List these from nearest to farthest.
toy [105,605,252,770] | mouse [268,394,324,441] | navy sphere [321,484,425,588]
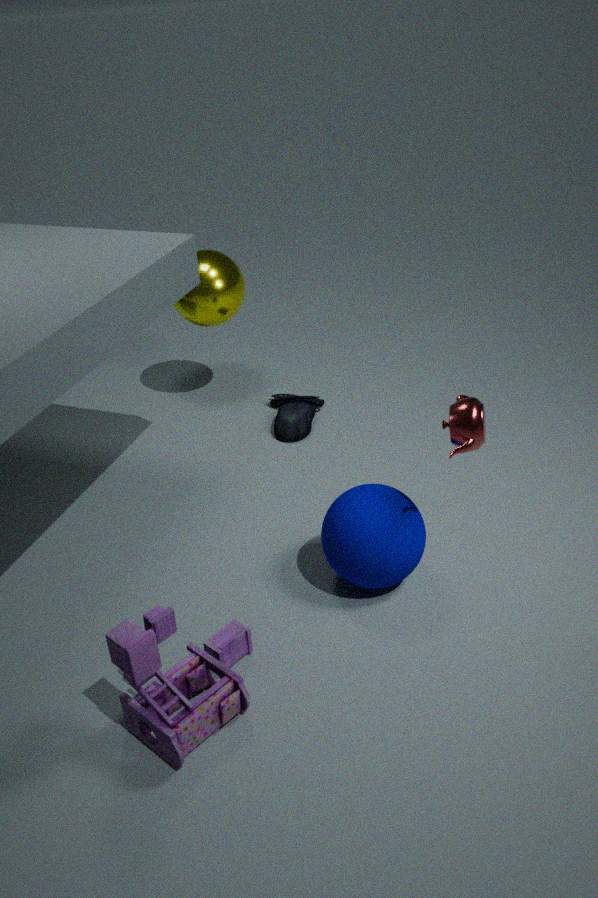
1. toy [105,605,252,770]
2. navy sphere [321,484,425,588]
3. mouse [268,394,324,441]
